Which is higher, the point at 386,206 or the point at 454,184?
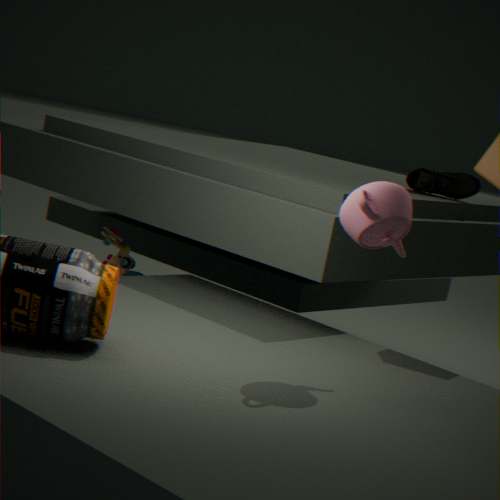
the point at 454,184
